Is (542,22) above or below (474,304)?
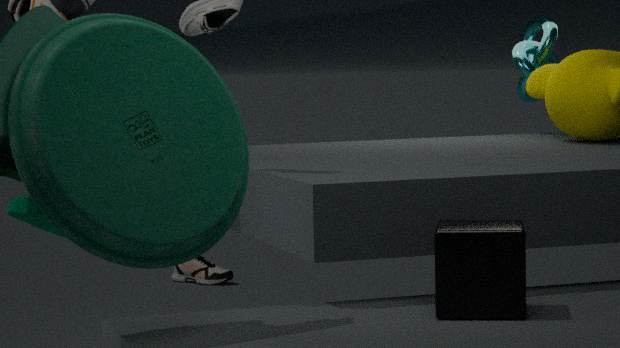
above
